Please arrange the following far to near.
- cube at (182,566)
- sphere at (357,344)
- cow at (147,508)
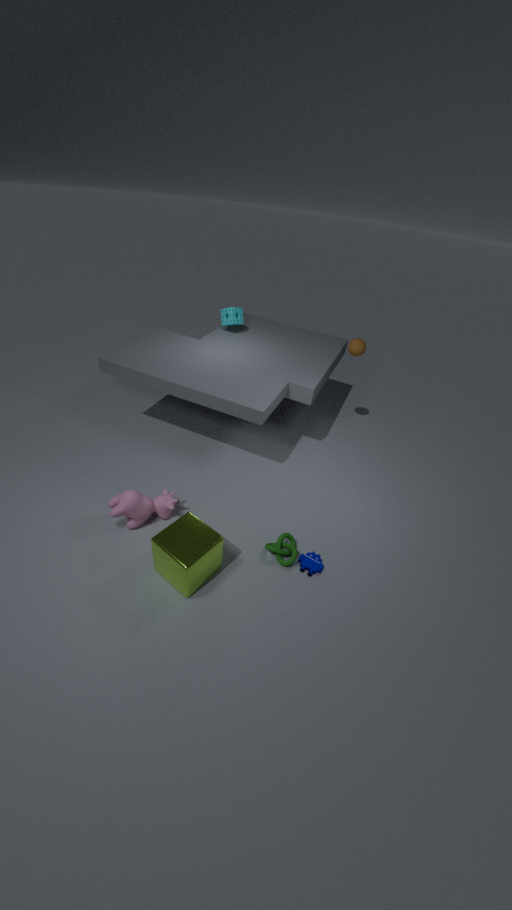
1. sphere at (357,344)
2. cow at (147,508)
3. cube at (182,566)
